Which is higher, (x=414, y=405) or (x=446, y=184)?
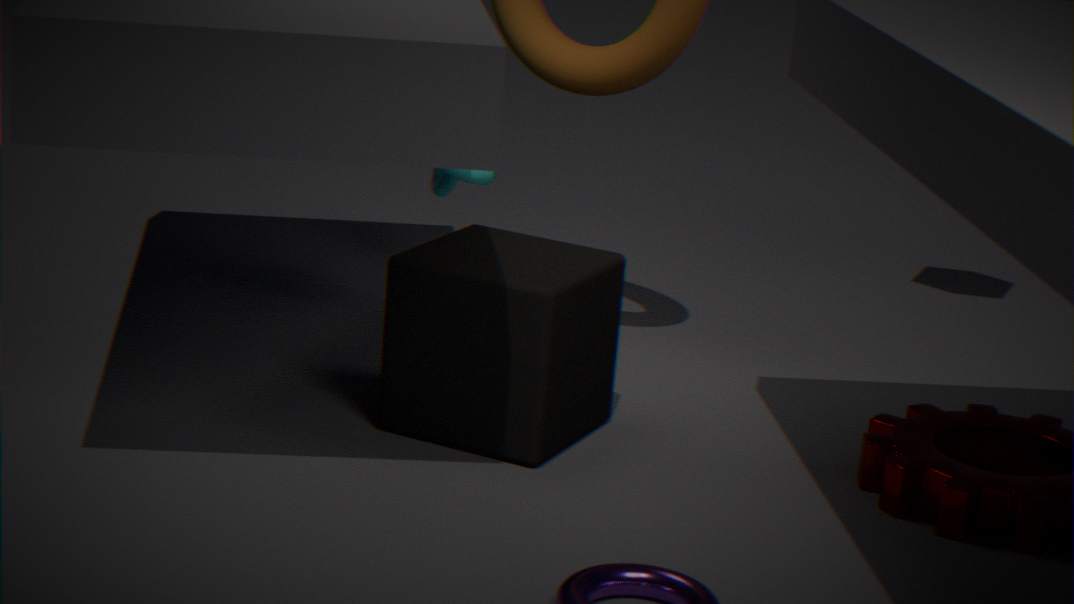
(x=446, y=184)
